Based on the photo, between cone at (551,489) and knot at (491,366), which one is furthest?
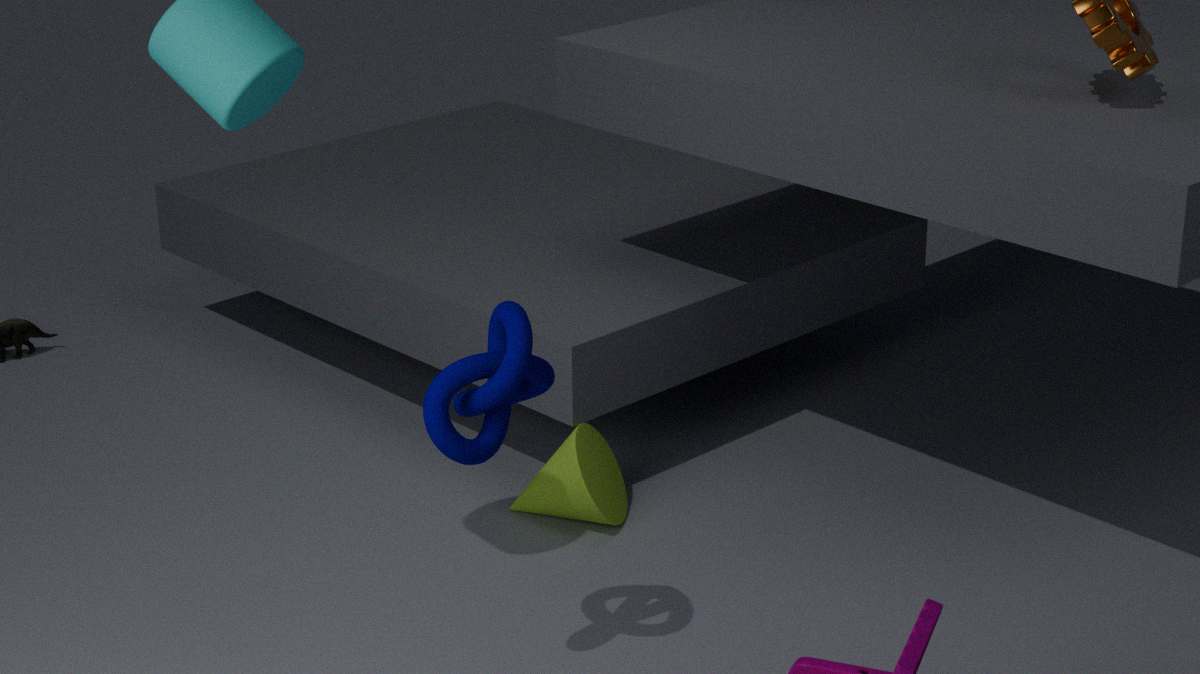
cone at (551,489)
